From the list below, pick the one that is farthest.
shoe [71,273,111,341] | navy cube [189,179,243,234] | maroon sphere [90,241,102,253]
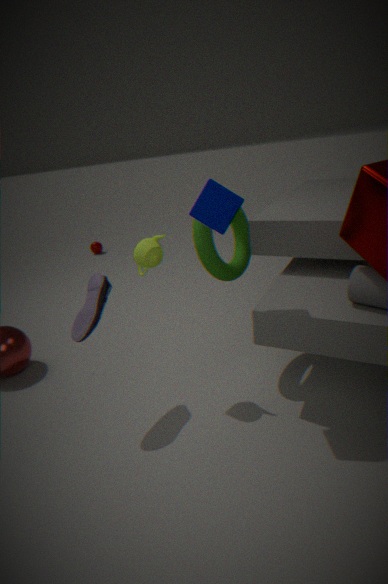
maroon sphere [90,241,102,253]
